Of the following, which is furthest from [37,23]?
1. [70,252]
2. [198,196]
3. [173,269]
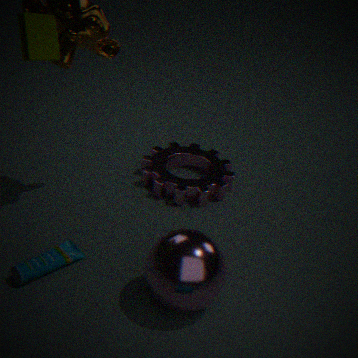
[198,196]
